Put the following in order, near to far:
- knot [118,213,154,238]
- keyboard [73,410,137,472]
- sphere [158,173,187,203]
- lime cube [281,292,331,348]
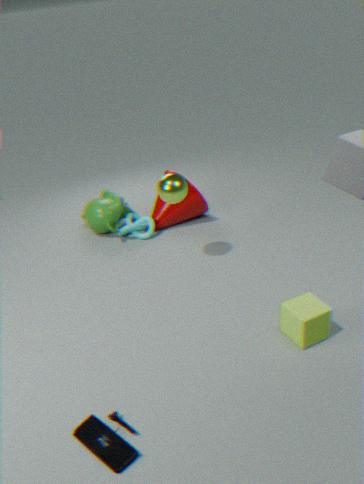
keyboard [73,410,137,472]
lime cube [281,292,331,348]
sphere [158,173,187,203]
knot [118,213,154,238]
